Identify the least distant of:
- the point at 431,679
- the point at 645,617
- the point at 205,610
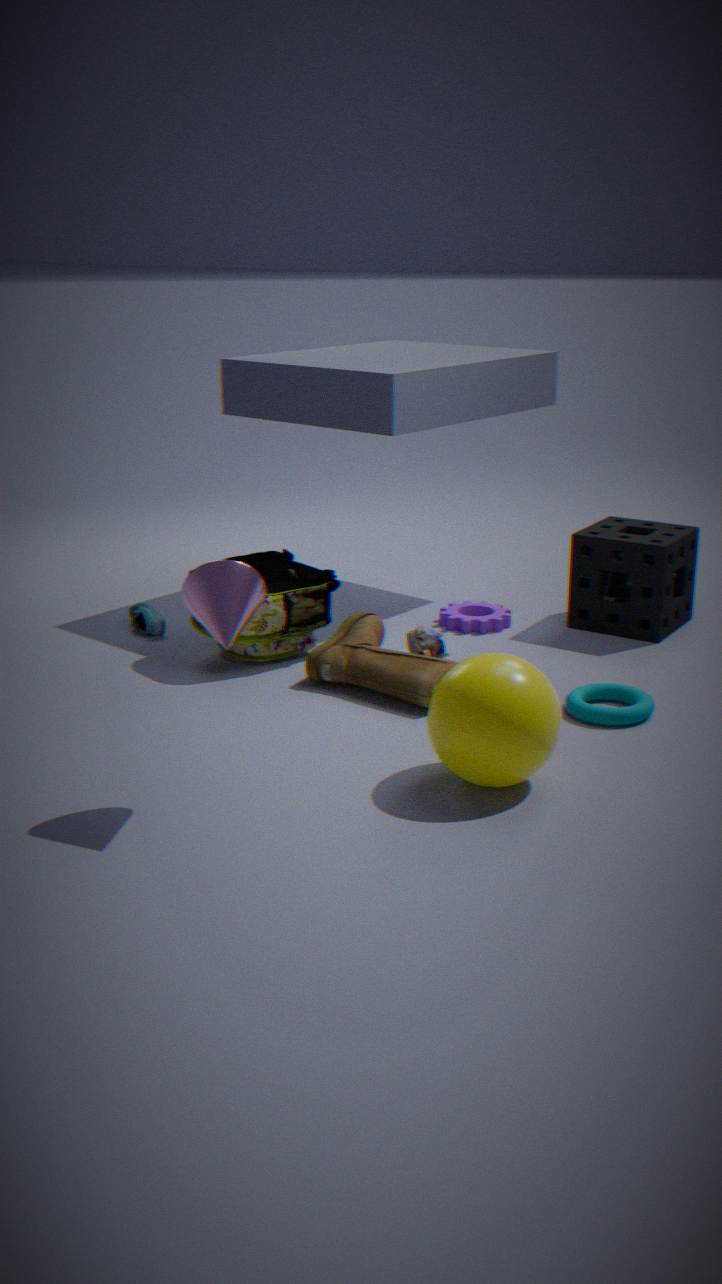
the point at 205,610
